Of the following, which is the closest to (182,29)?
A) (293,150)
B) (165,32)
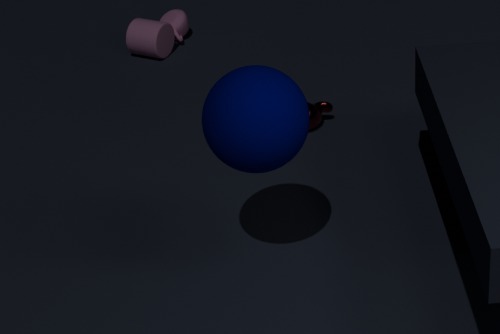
(165,32)
